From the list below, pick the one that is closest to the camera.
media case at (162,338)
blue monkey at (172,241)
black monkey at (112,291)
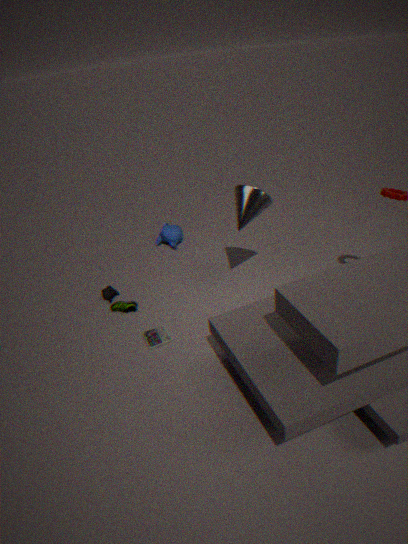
media case at (162,338)
